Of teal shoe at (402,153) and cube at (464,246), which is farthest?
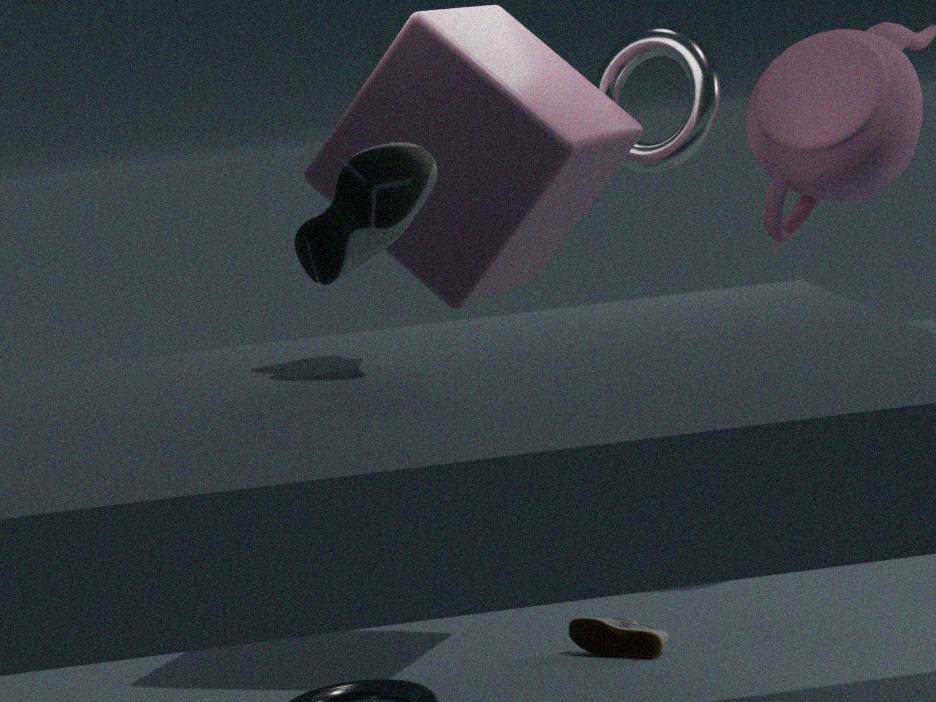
cube at (464,246)
